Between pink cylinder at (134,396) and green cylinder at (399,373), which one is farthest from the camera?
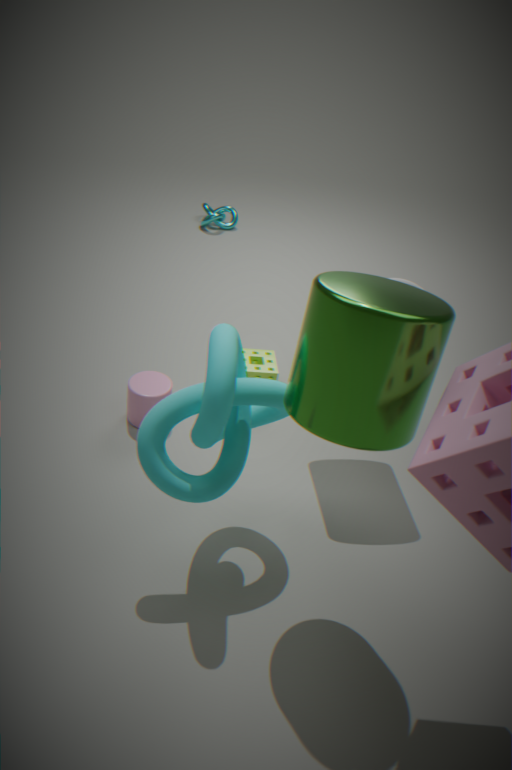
pink cylinder at (134,396)
